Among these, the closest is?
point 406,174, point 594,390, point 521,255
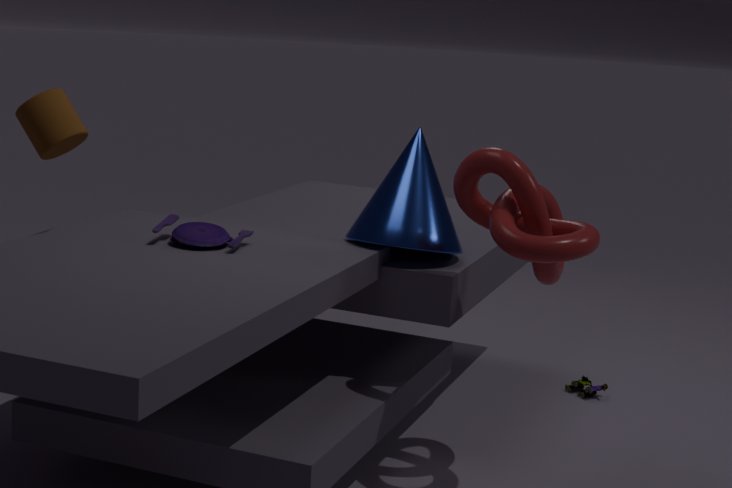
point 521,255
